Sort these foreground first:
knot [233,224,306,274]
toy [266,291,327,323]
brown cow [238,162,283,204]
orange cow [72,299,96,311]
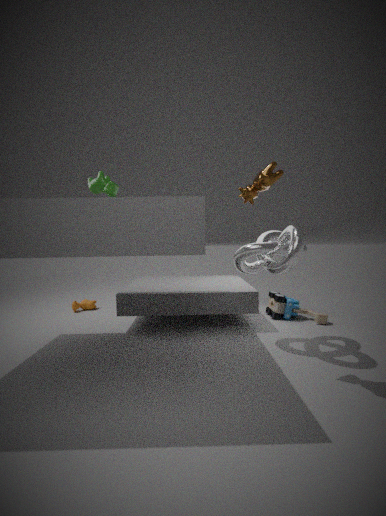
1. brown cow [238,162,283,204]
2. knot [233,224,306,274]
3. toy [266,291,327,323]
4. orange cow [72,299,96,311]
